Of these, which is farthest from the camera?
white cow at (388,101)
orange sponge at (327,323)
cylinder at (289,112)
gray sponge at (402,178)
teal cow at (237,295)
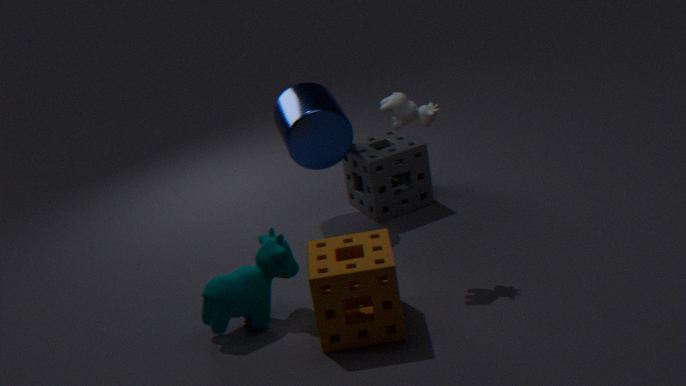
gray sponge at (402,178)
